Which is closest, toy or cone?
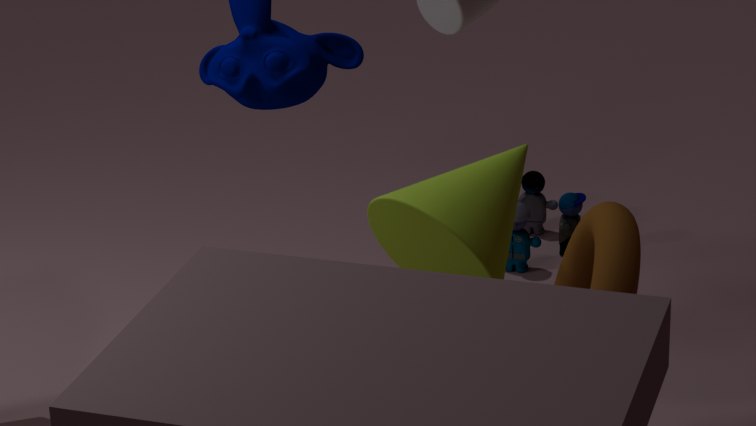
cone
